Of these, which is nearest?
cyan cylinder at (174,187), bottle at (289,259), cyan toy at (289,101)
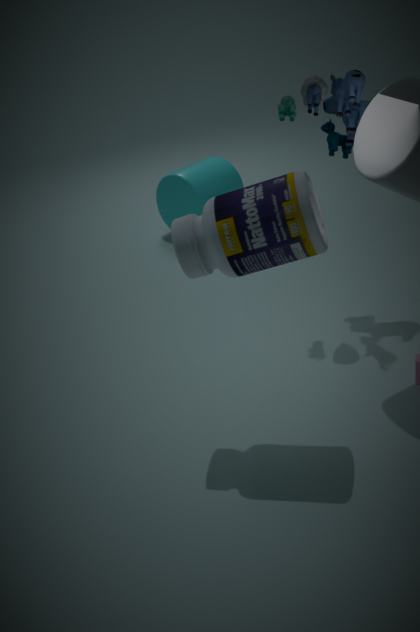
bottle at (289,259)
